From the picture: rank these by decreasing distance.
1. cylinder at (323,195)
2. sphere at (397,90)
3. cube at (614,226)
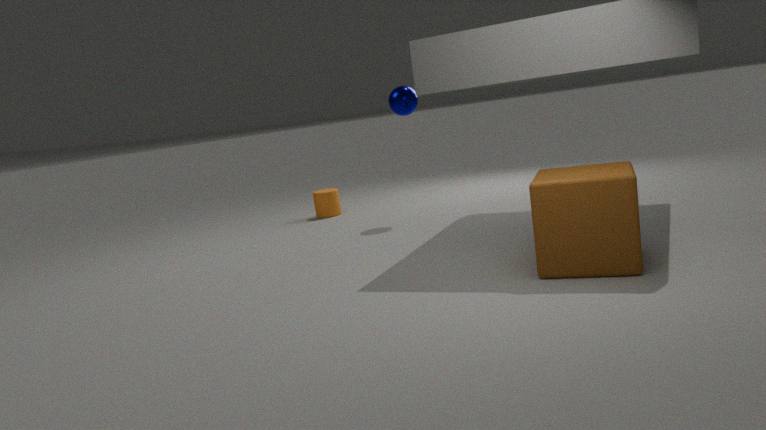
cylinder at (323,195)
sphere at (397,90)
cube at (614,226)
